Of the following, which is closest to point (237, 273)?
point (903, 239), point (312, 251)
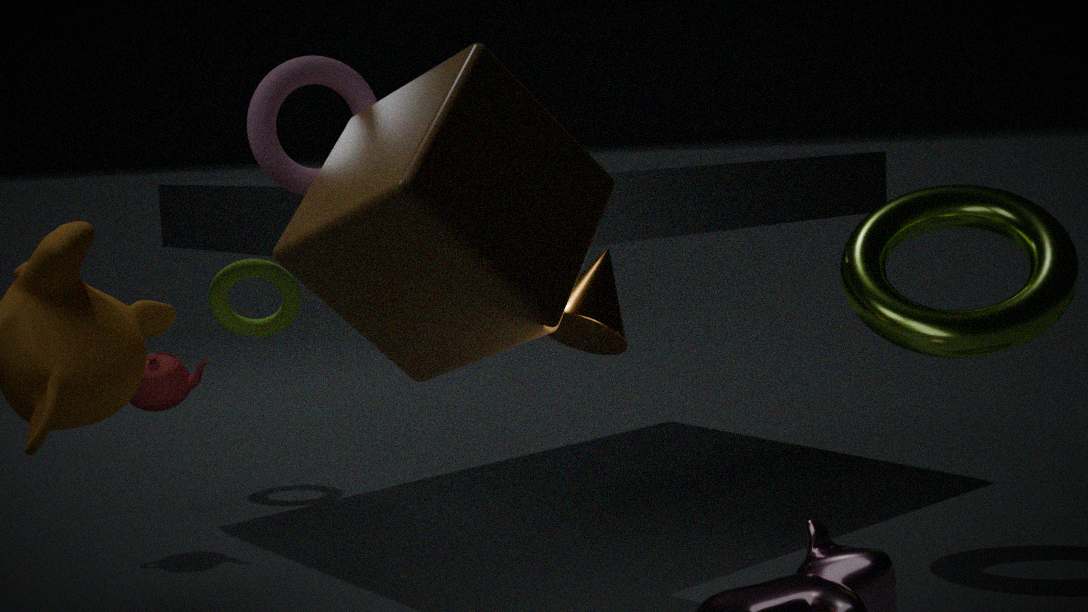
point (312, 251)
